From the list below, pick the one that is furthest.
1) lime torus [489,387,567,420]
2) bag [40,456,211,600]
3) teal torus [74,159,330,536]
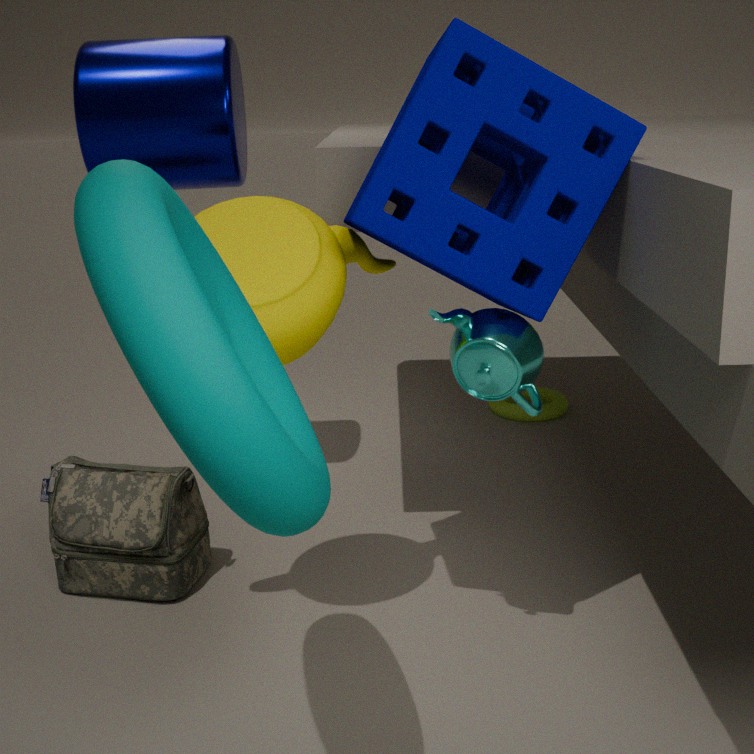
1. lime torus [489,387,567,420]
